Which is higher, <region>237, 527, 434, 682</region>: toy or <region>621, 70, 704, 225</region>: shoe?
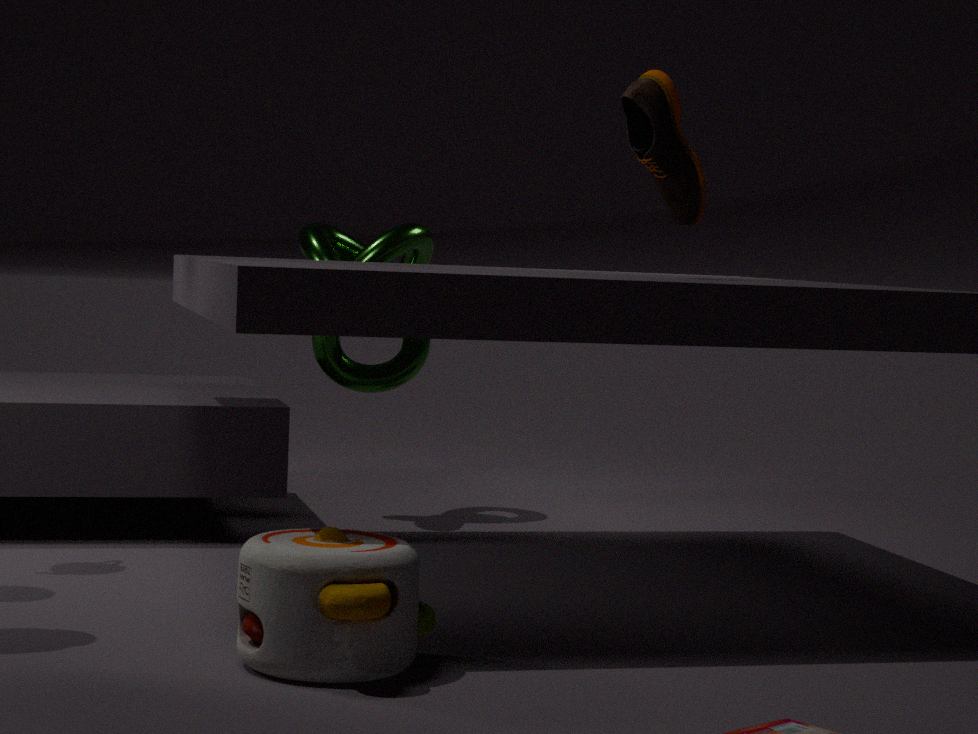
<region>621, 70, 704, 225</region>: shoe
